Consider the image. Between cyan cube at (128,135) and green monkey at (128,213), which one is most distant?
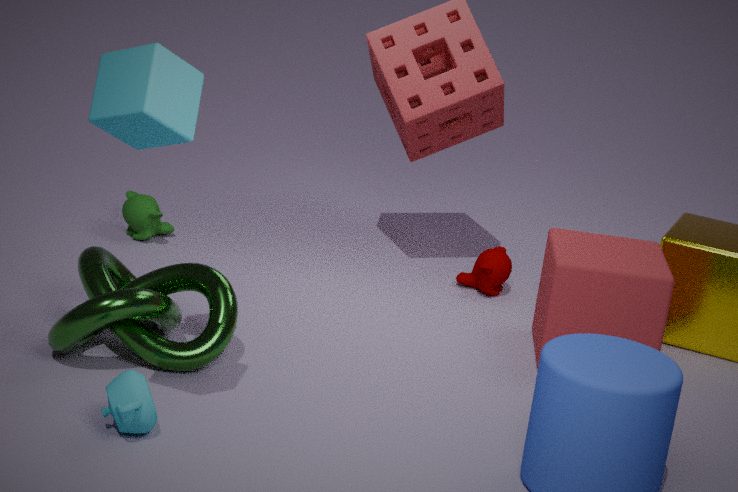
green monkey at (128,213)
